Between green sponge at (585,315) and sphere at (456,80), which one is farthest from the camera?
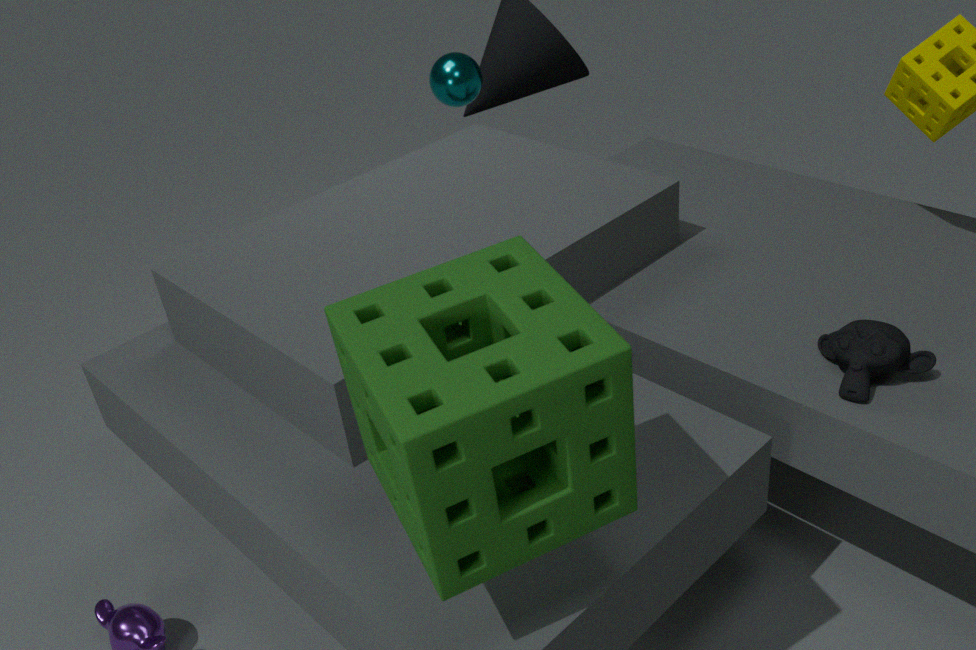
sphere at (456,80)
